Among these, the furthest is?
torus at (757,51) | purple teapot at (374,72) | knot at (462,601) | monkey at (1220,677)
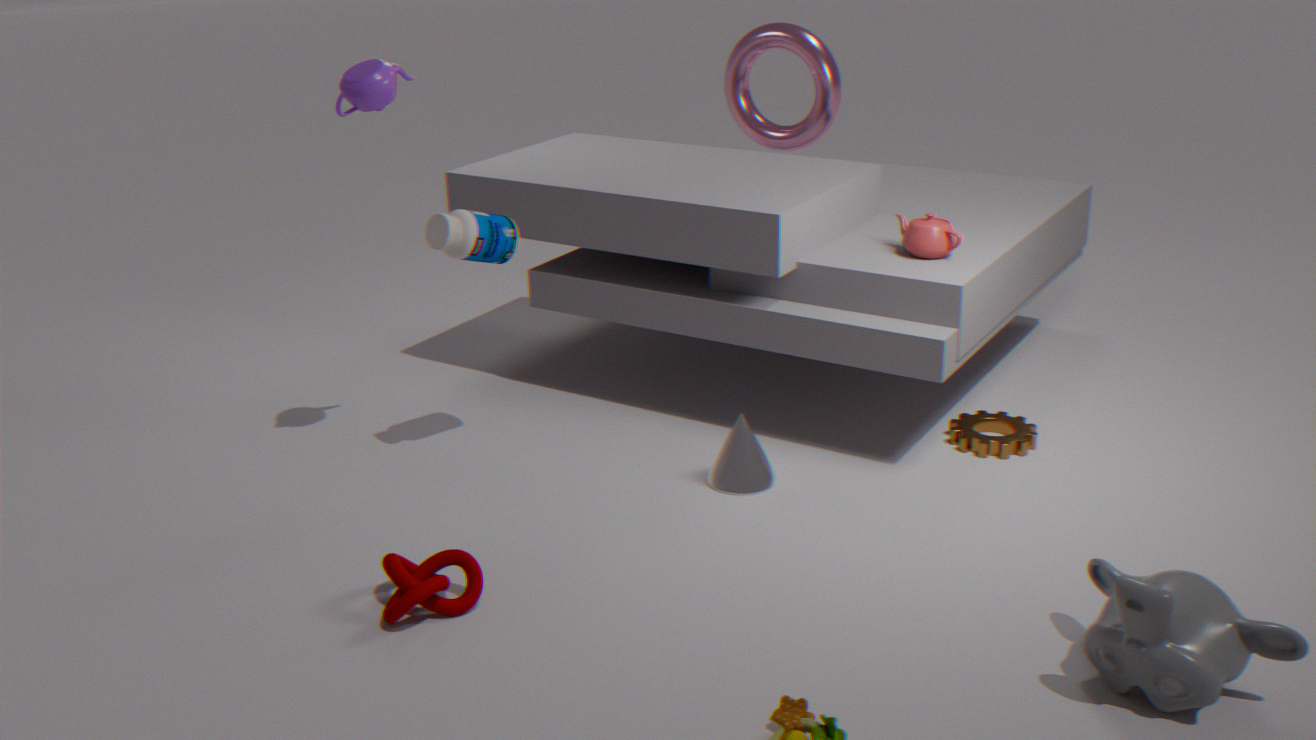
torus at (757,51)
